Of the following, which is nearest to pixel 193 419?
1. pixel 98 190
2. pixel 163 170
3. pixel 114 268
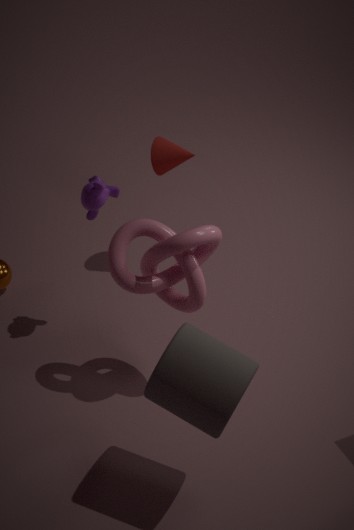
pixel 114 268
